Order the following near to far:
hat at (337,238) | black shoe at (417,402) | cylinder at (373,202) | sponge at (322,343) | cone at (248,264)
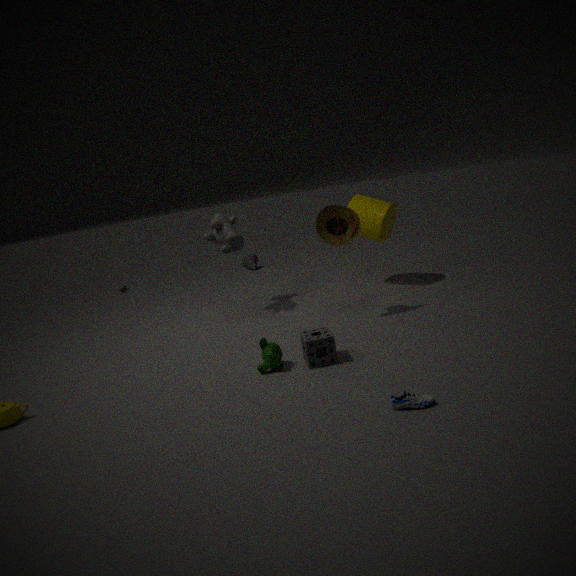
black shoe at (417,402)
sponge at (322,343)
hat at (337,238)
cylinder at (373,202)
cone at (248,264)
